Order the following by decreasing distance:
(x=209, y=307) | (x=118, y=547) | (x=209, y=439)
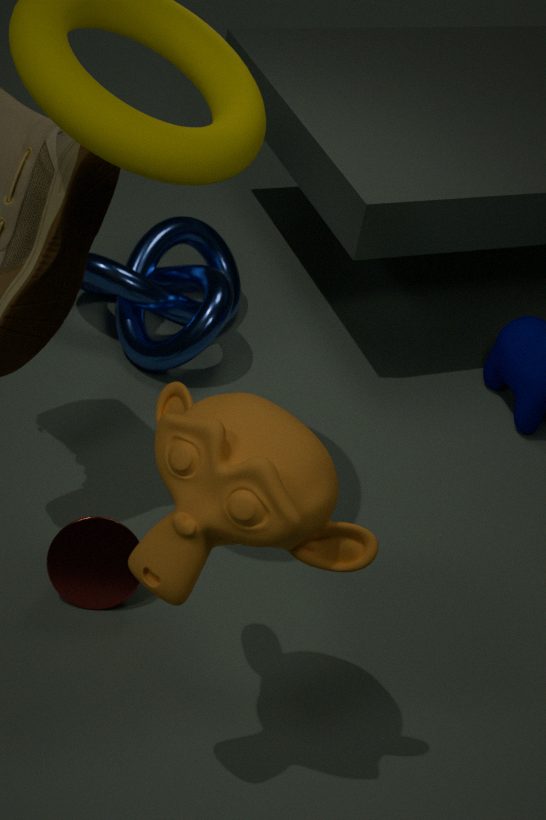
(x=209, y=307) → (x=118, y=547) → (x=209, y=439)
